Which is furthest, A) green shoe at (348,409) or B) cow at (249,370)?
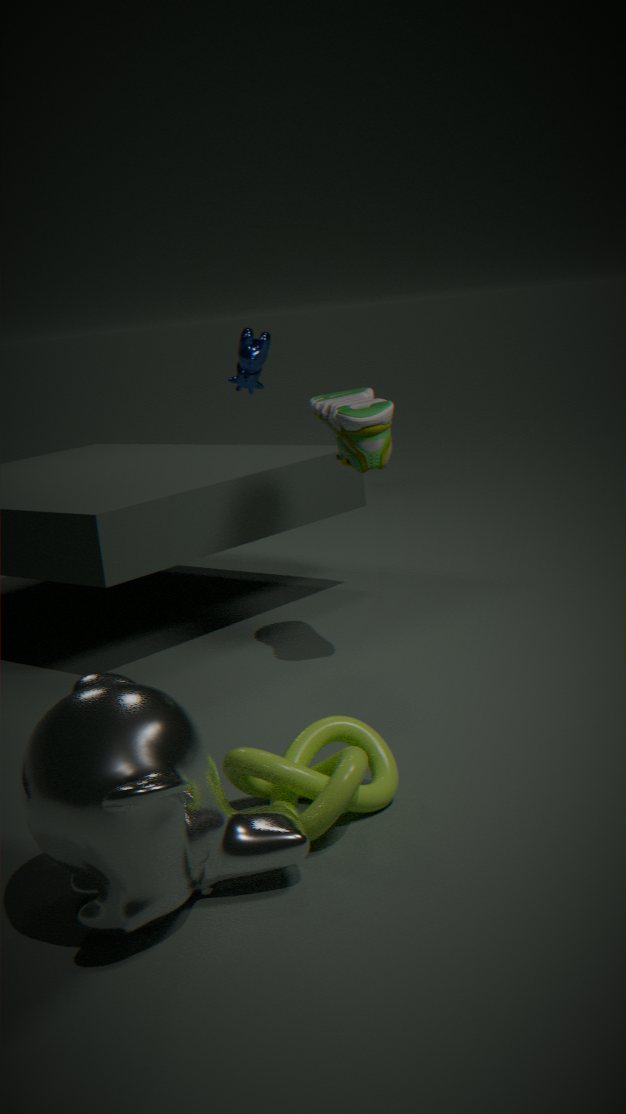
B. cow at (249,370)
